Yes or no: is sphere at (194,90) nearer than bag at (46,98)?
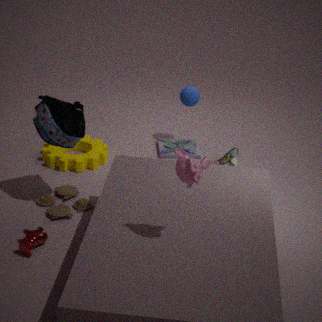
No
